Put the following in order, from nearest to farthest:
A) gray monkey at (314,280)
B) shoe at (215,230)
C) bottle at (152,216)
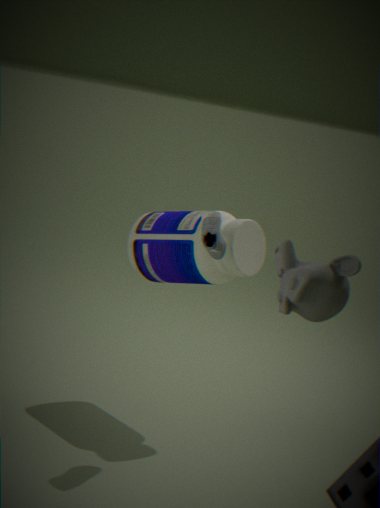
gray monkey at (314,280)
shoe at (215,230)
bottle at (152,216)
